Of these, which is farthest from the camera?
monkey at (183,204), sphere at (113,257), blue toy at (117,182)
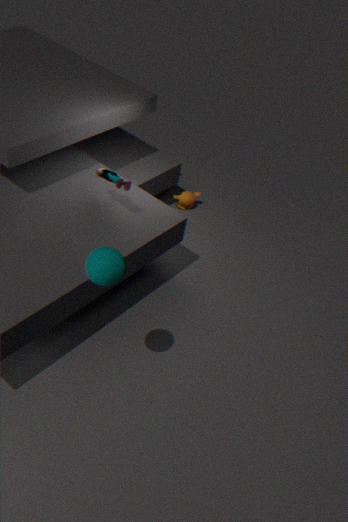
monkey at (183,204)
